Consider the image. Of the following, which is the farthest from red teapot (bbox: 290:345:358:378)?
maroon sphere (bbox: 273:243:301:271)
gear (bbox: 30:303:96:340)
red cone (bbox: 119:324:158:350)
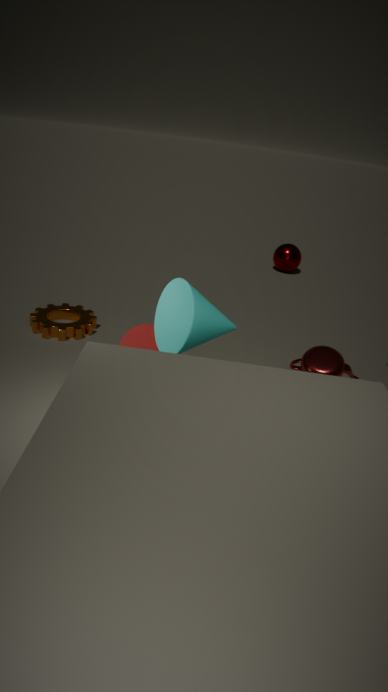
maroon sphere (bbox: 273:243:301:271)
